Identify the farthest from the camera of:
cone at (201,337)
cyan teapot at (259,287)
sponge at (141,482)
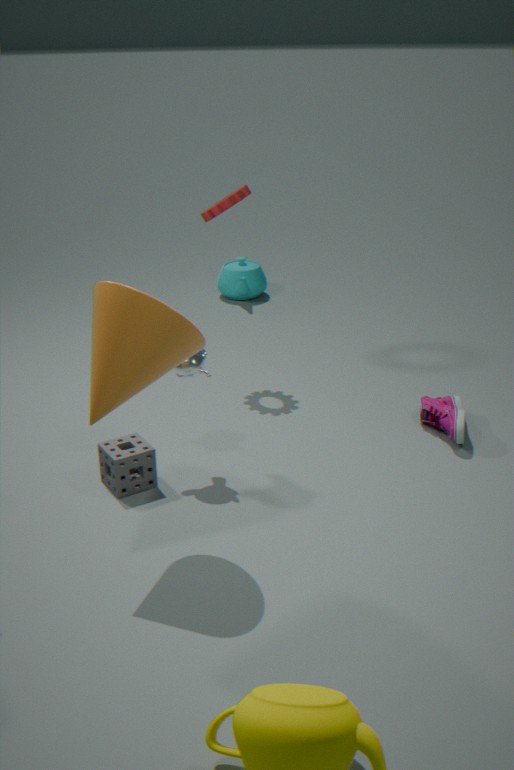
cyan teapot at (259,287)
